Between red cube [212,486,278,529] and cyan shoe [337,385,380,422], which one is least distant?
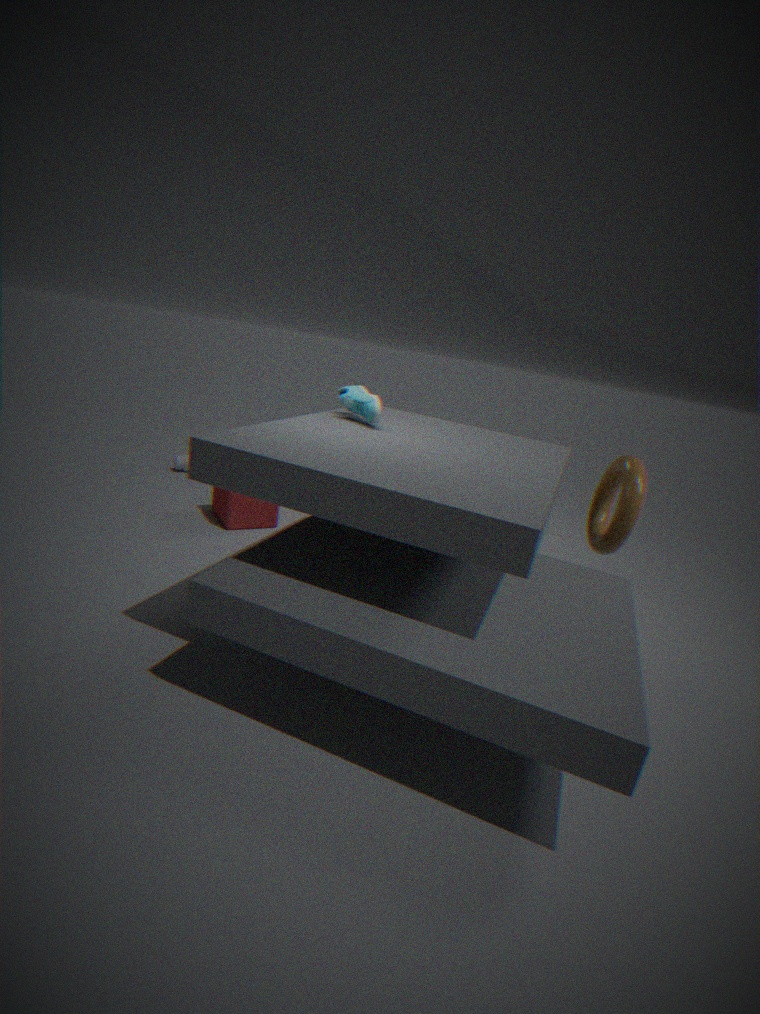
cyan shoe [337,385,380,422]
